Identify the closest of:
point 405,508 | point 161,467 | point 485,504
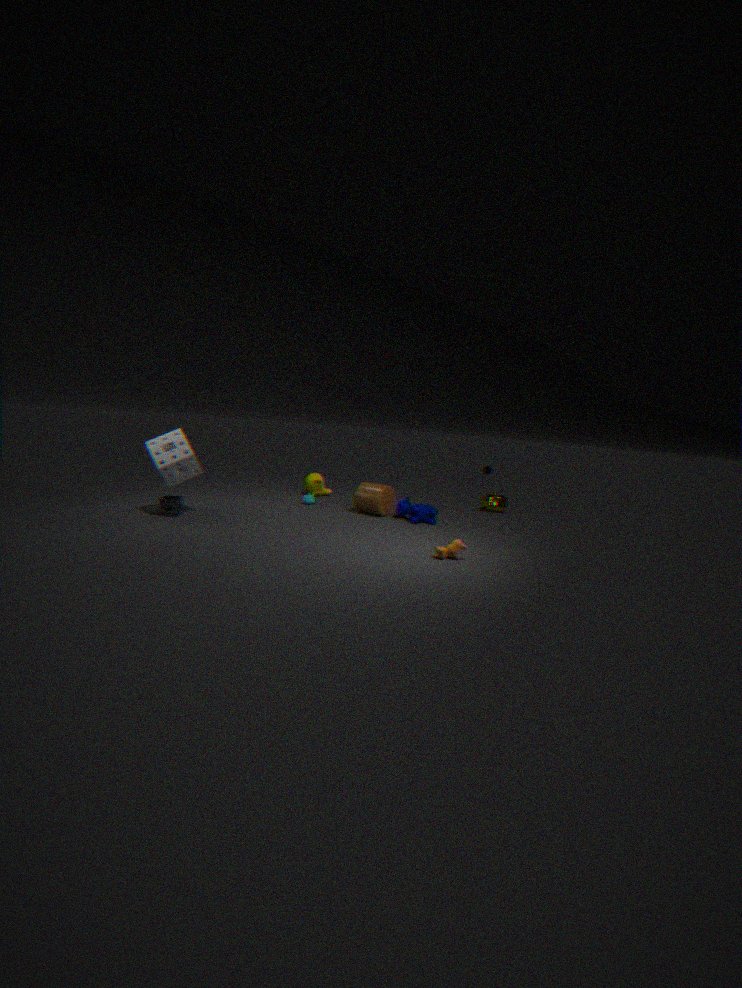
point 161,467
